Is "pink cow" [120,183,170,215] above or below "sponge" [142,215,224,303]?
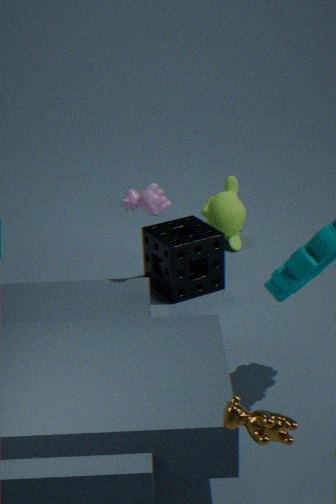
above
